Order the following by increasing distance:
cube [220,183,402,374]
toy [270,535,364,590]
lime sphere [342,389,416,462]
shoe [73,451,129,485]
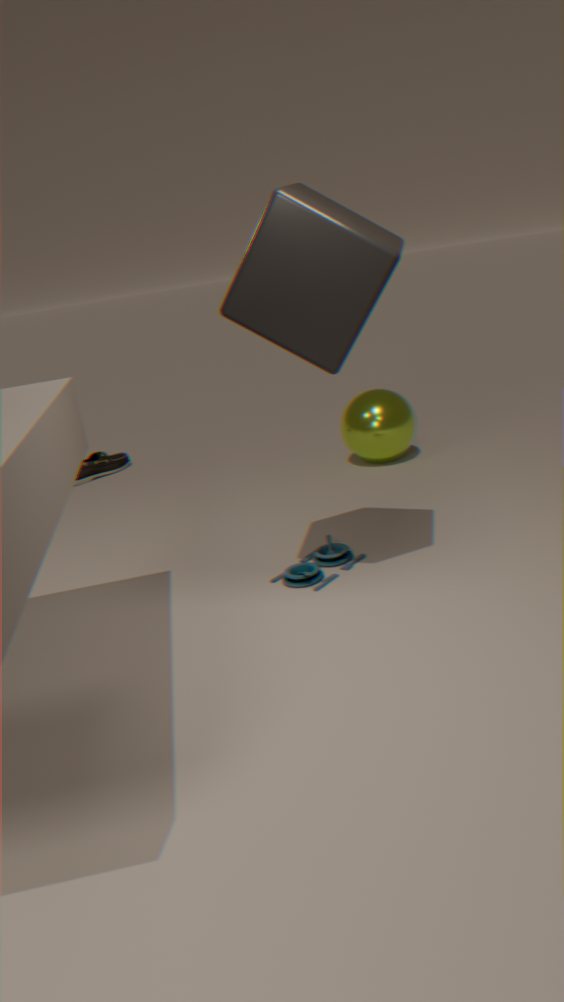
cube [220,183,402,374] < toy [270,535,364,590] < lime sphere [342,389,416,462] < shoe [73,451,129,485]
